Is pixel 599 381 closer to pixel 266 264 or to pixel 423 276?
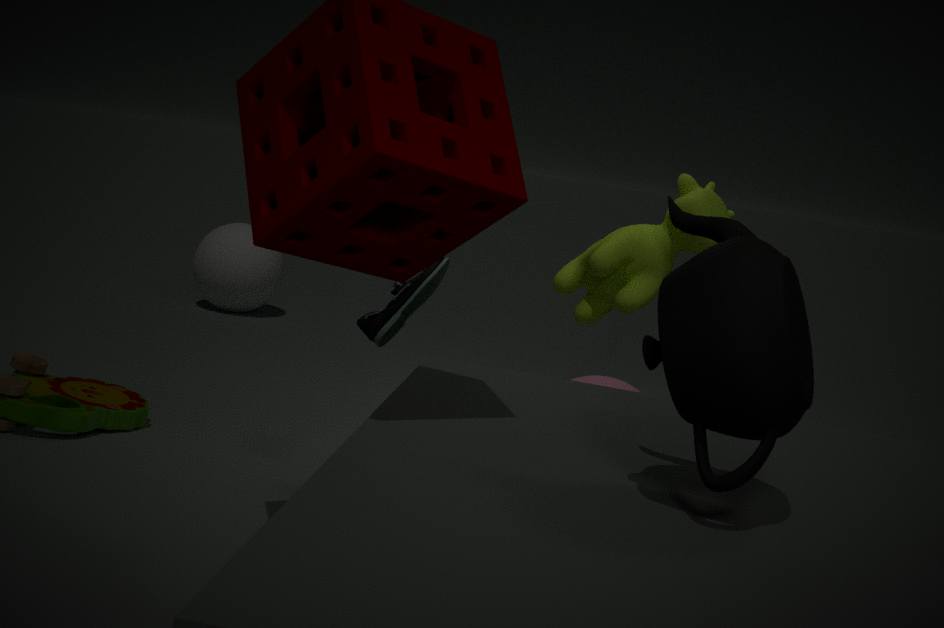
pixel 423 276
